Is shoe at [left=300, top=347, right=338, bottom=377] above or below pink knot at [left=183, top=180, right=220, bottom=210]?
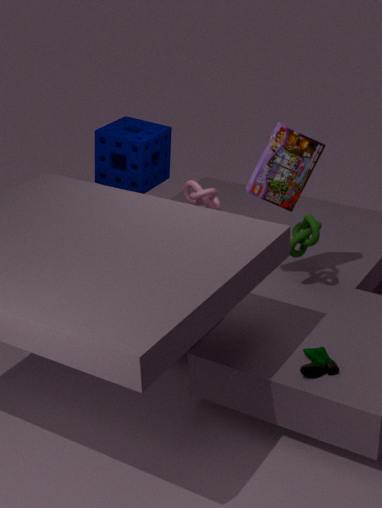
below
